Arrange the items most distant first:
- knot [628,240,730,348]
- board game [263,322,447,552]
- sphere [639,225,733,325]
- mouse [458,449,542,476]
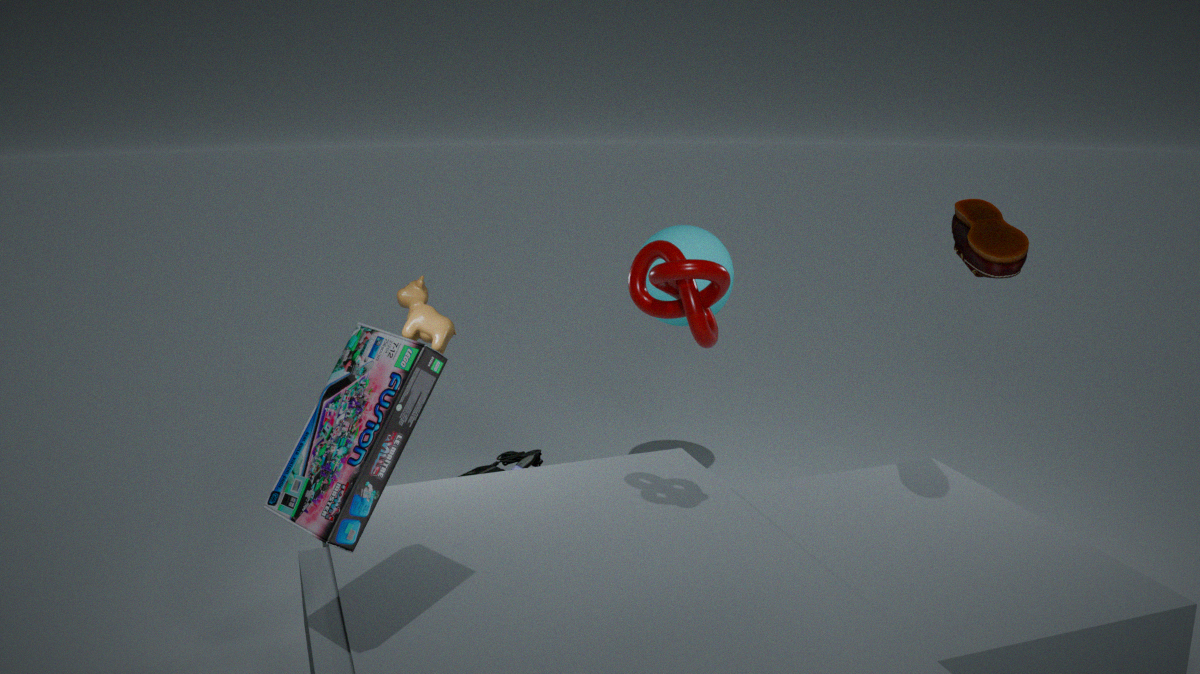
1. sphere [639,225,733,325]
2. mouse [458,449,542,476]
3. knot [628,240,730,348]
4. board game [263,322,447,552]
